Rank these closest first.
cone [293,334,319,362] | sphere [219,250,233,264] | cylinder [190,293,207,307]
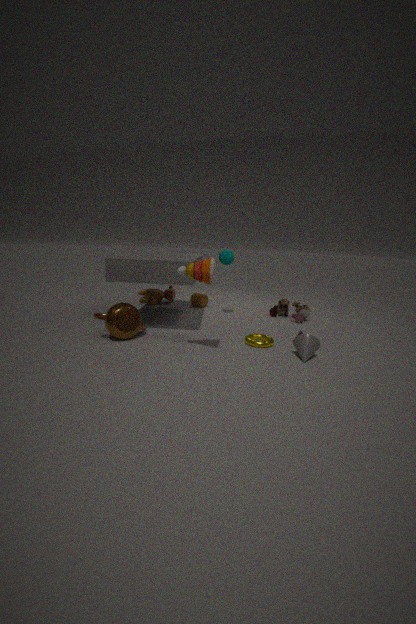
cone [293,334,319,362]
sphere [219,250,233,264]
cylinder [190,293,207,307]
